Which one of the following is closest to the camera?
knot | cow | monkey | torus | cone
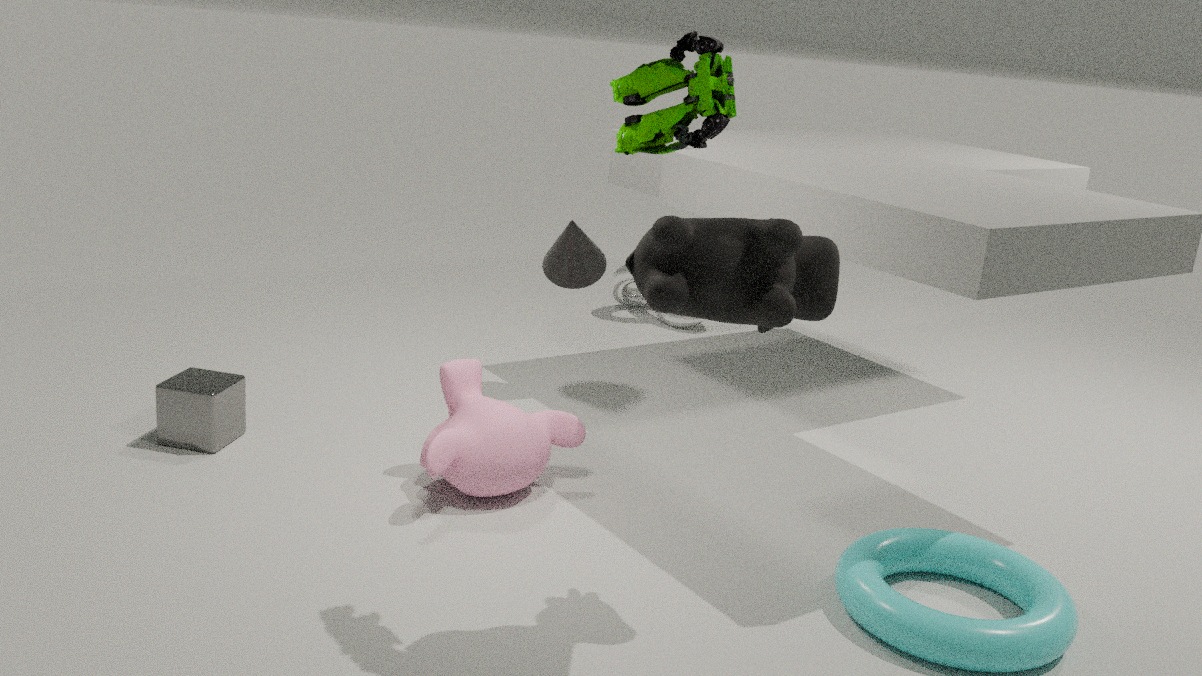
cow
